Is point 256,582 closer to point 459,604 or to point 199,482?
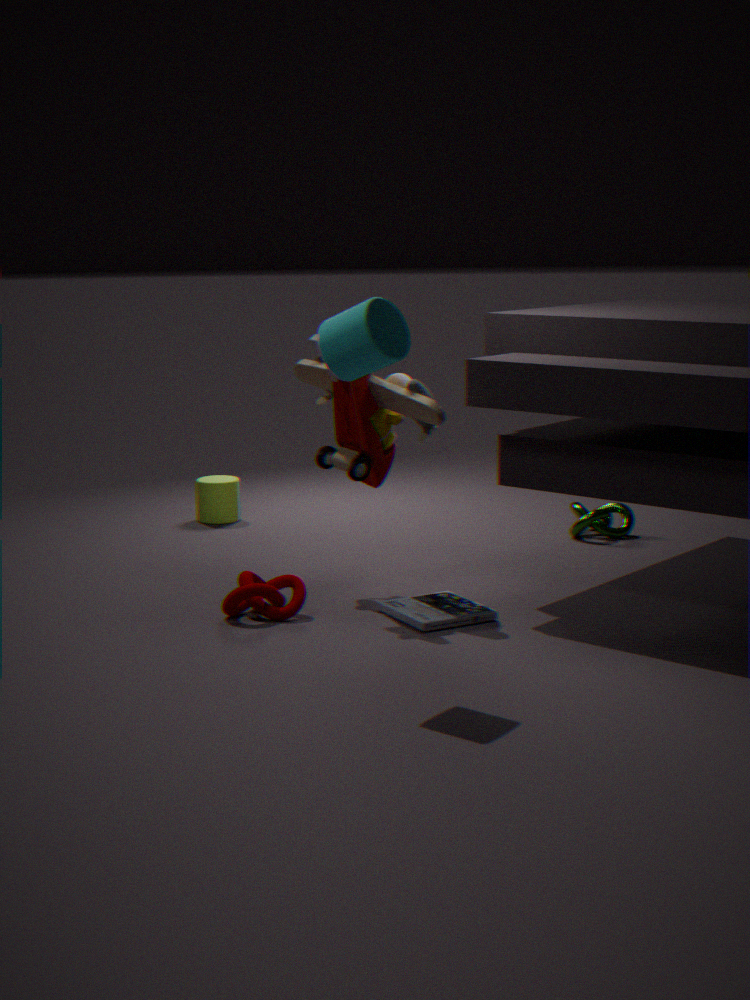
point 459,604
